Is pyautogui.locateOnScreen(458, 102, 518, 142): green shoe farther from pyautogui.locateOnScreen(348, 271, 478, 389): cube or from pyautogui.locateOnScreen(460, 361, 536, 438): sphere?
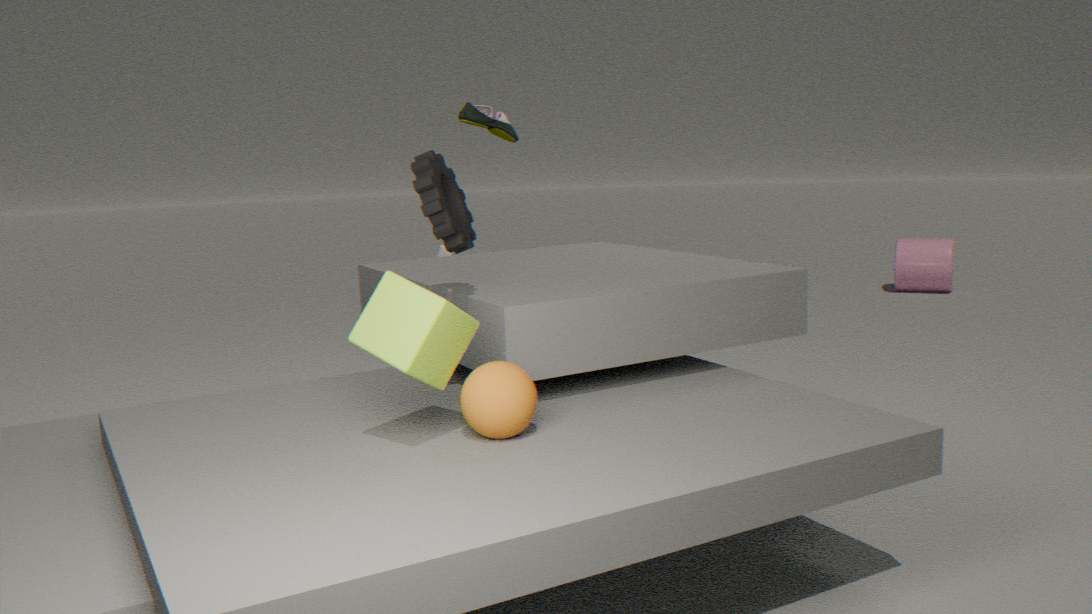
pyautogui.locateOnScreen(460, 361, 536, 438): sphere
